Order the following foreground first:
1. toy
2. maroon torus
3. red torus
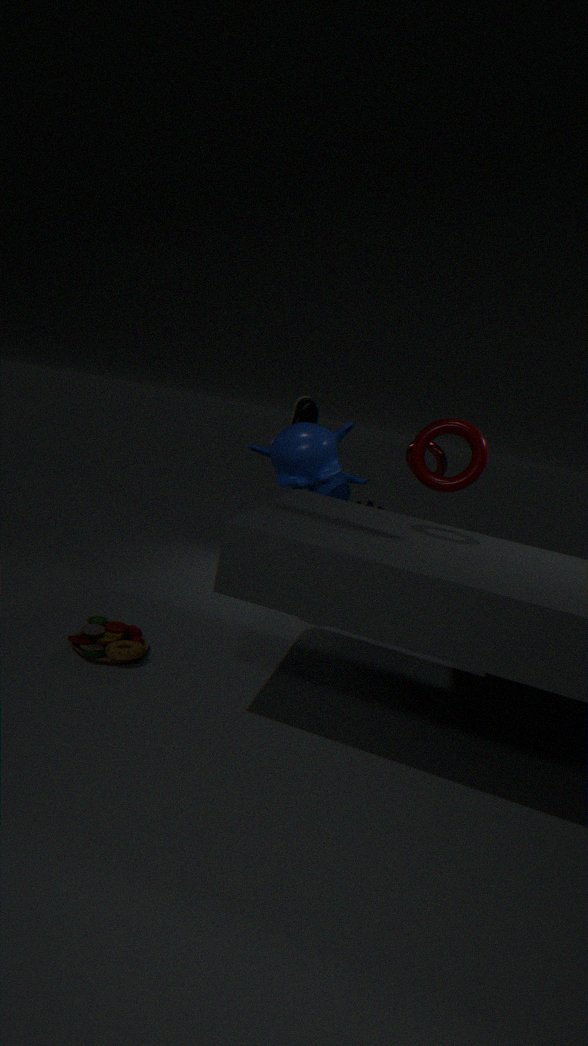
maroon torus < toy < red torus
